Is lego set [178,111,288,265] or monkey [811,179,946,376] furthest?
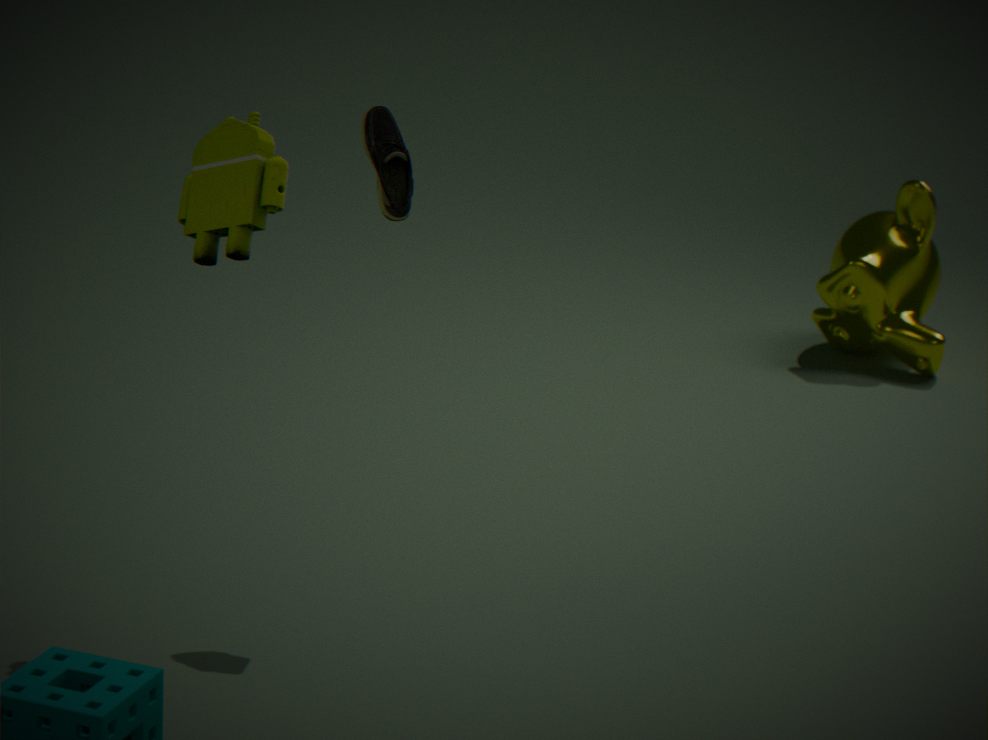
monkey [811,179,946,376]
